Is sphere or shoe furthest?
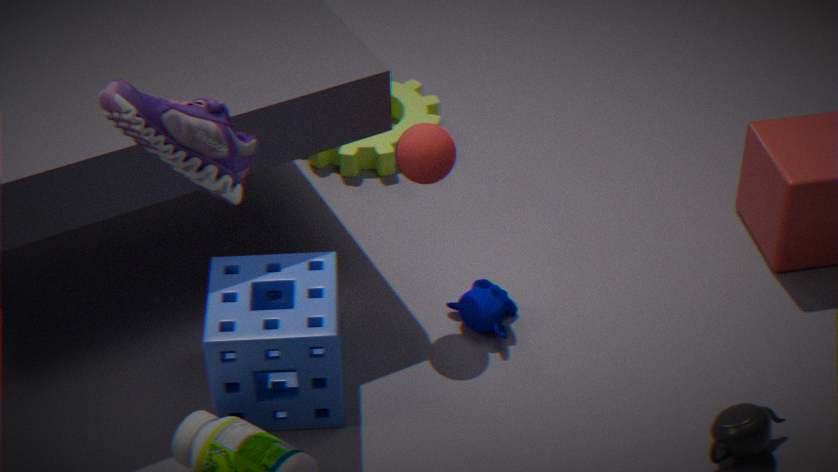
sphere
